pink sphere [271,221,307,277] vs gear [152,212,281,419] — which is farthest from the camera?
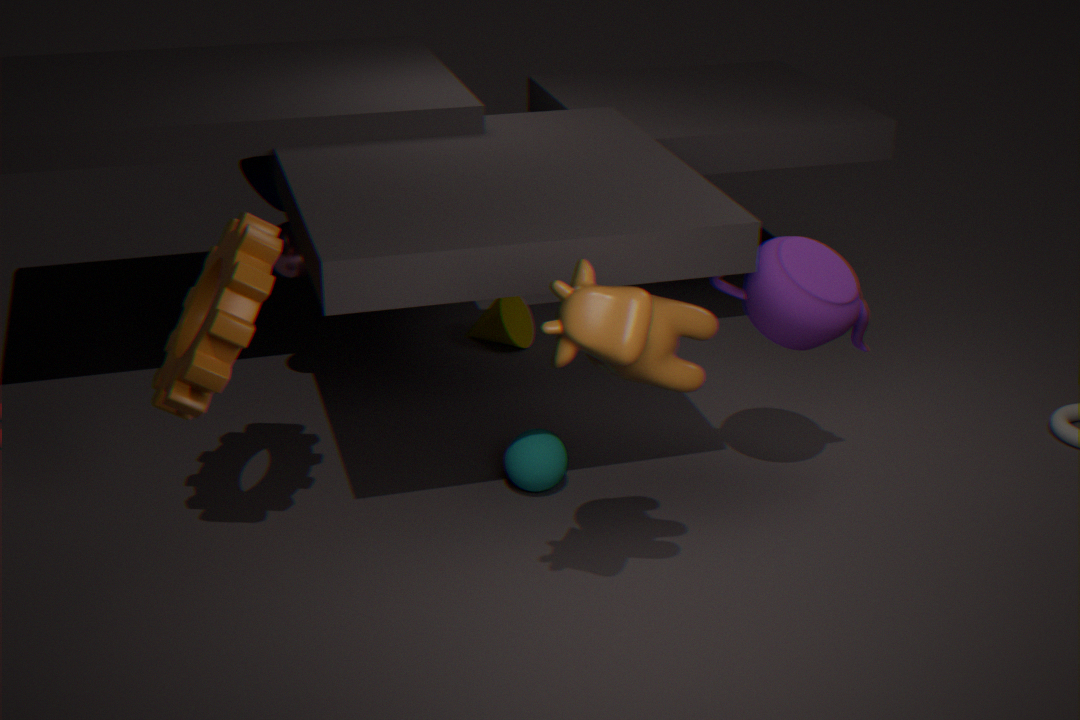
pink sphere [271,221,307,277]
